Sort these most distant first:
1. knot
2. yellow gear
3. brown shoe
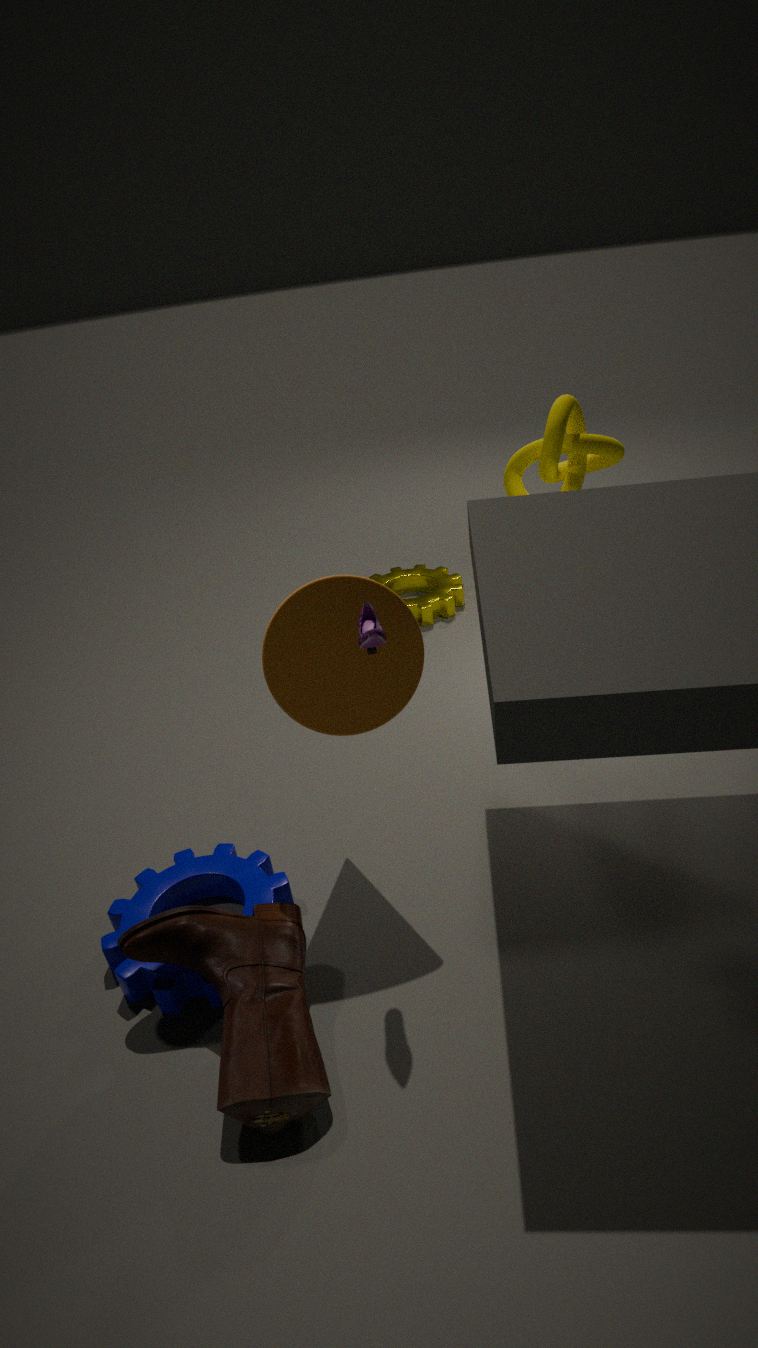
yellow gear, knot, brown shoe
